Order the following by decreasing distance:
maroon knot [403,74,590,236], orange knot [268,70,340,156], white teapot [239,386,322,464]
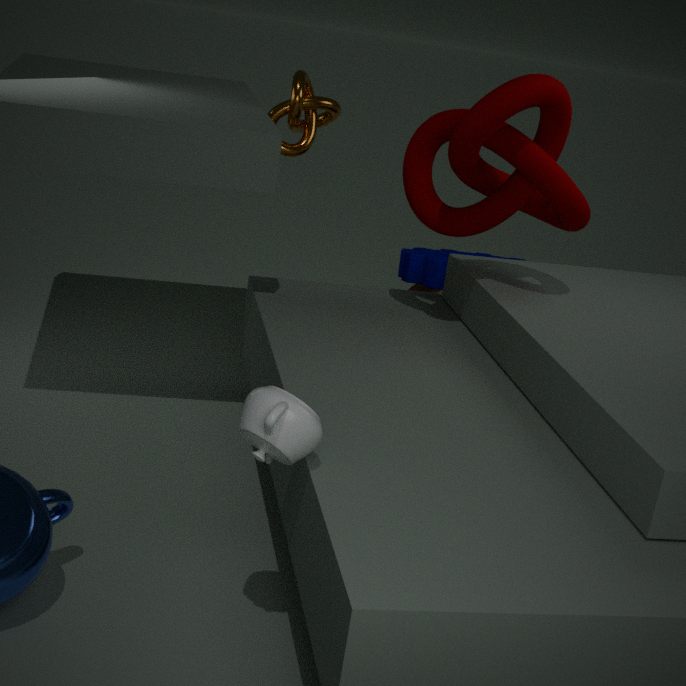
orange knot [268,70,340,156] < maroon knot [403,74,590,236] < white teapot [239,386,322,464]
